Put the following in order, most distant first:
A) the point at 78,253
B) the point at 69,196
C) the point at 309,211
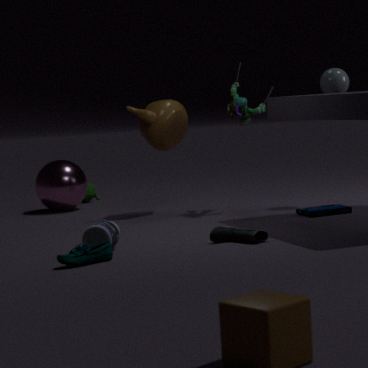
the point at 69,196
the point at 309,211
the point at 78,253
